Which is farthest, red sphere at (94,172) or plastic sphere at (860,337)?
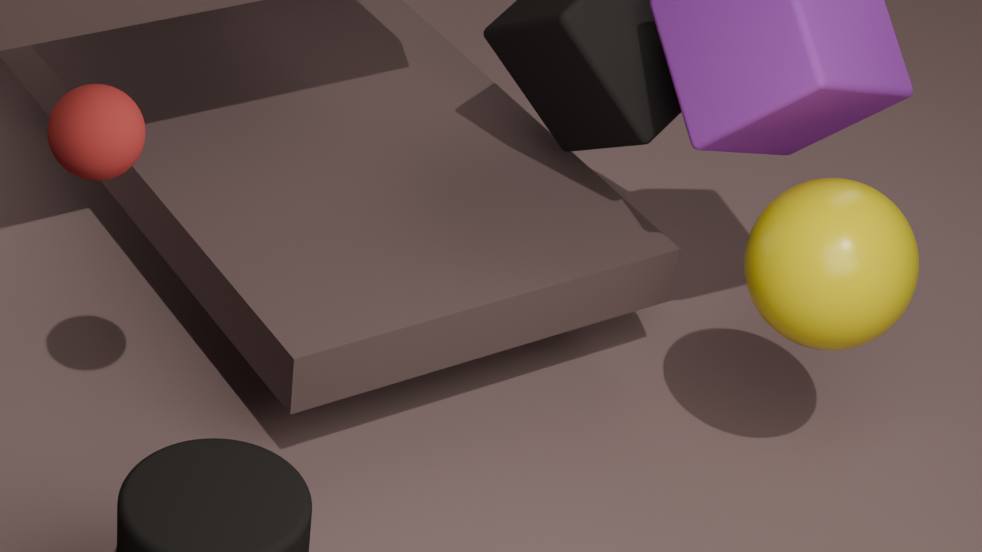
plastic sphere at (860,337)
